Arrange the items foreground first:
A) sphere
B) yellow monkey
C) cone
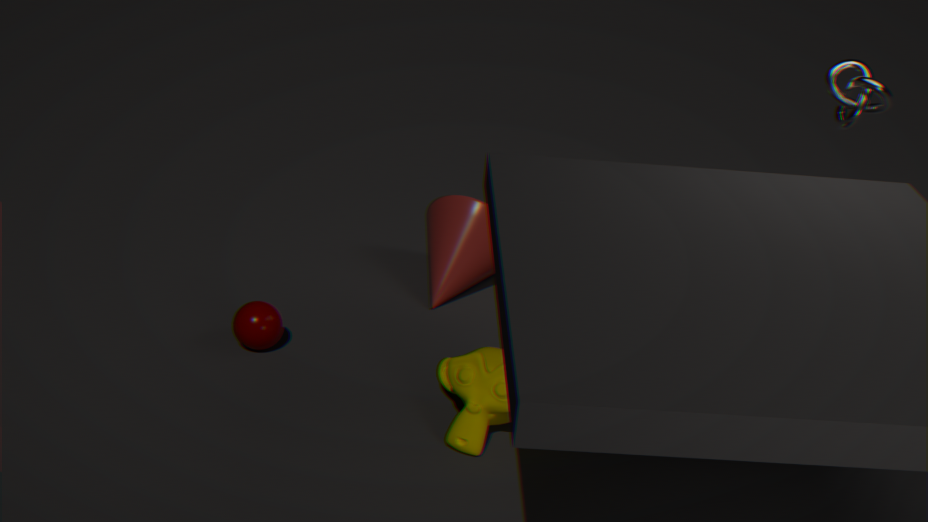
1. yellow monkey
2. sphere
3. cone
